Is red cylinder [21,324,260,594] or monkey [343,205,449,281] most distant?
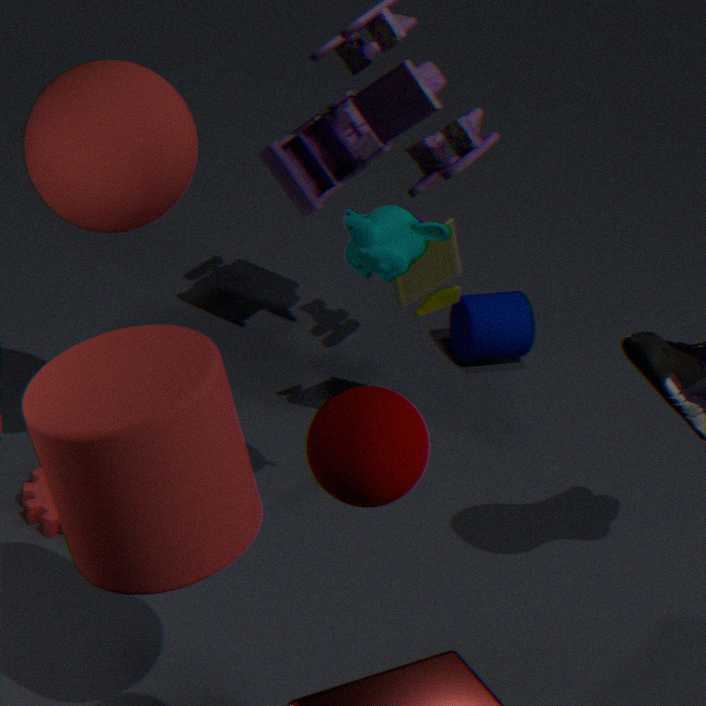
monkey [343,205,449,281]
